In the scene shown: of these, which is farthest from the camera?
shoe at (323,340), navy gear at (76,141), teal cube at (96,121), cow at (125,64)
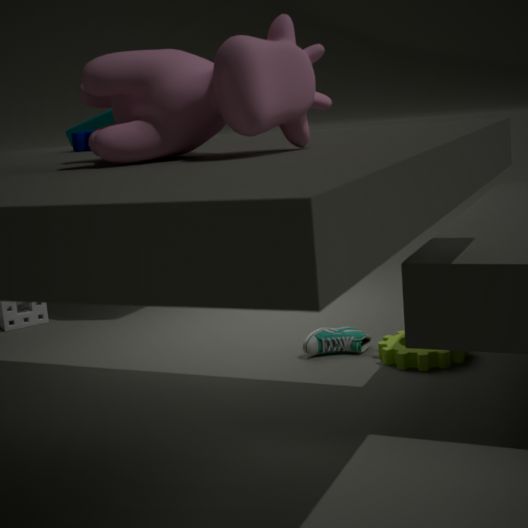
teal cube at (96,121)
